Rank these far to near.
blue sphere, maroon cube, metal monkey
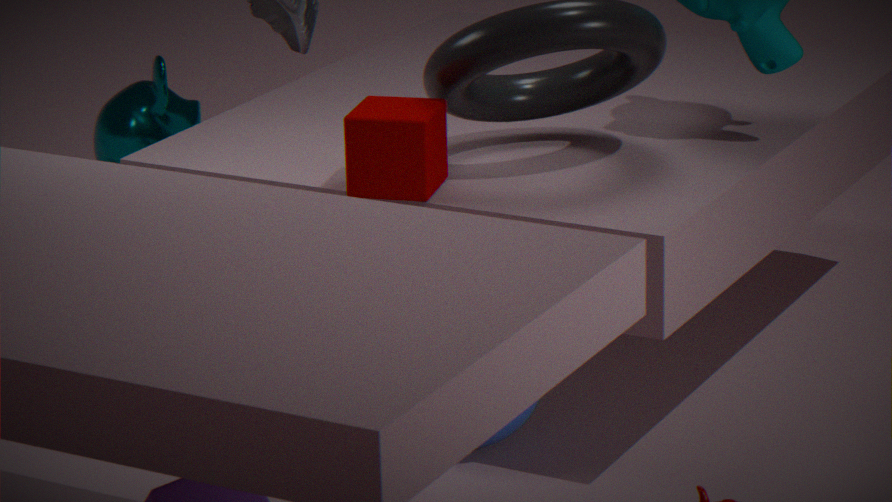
1. metal monkey
2. blue sphere
3. maroon cube
